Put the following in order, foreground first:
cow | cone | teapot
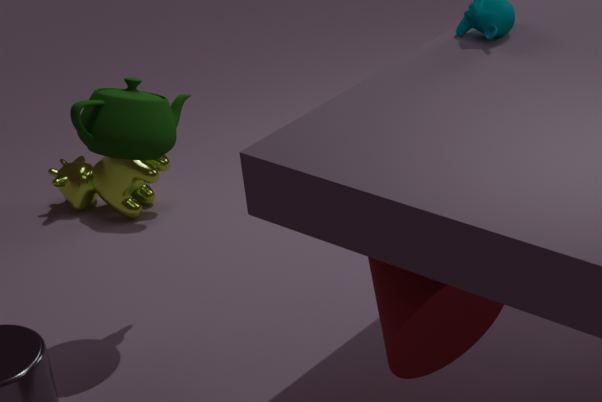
cone < teapot < cow
